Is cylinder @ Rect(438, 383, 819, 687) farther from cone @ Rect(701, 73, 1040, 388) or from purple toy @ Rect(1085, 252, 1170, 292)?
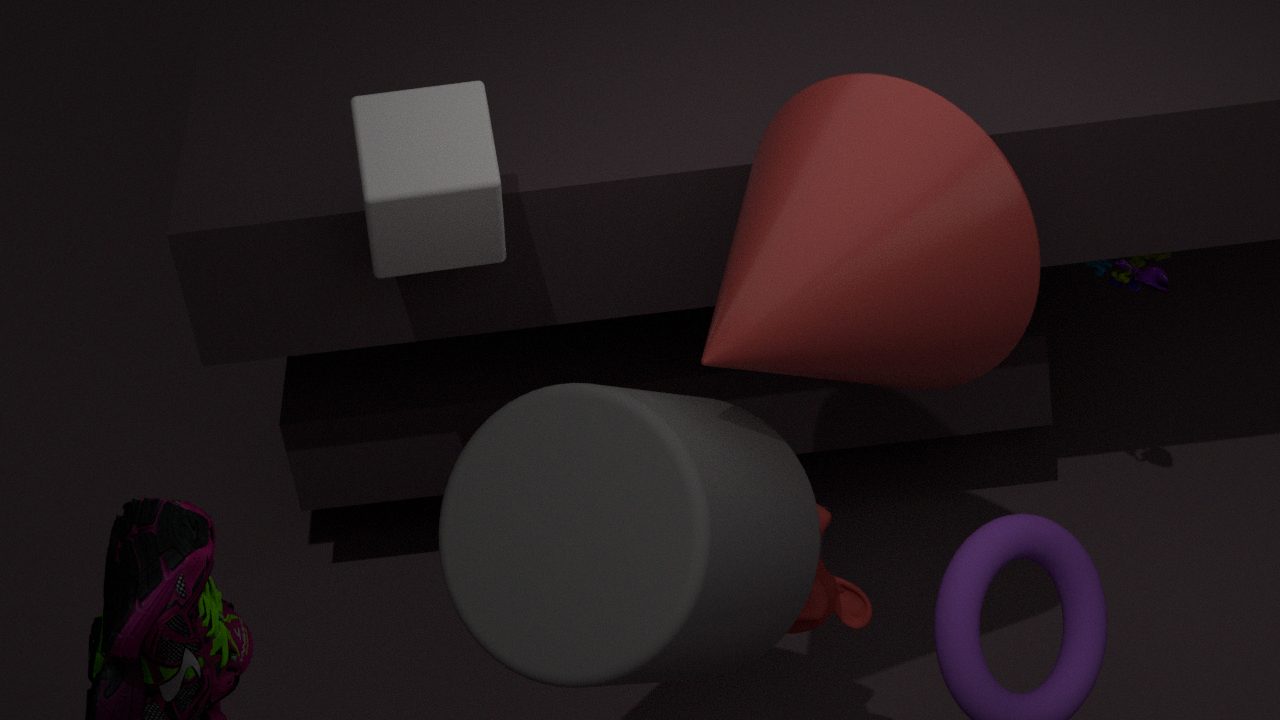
purple toy @ Rect(1085, 252, 1170, 292)
